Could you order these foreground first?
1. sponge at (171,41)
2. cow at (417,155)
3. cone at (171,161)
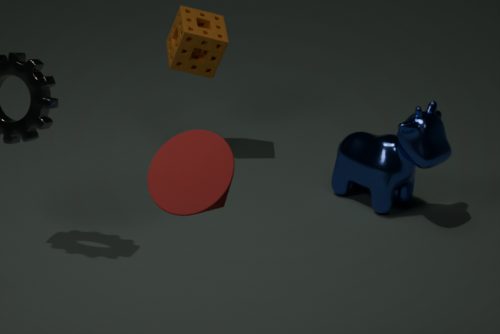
cone at (171,161) < cow at (417,155) < sponge at (171,41)
